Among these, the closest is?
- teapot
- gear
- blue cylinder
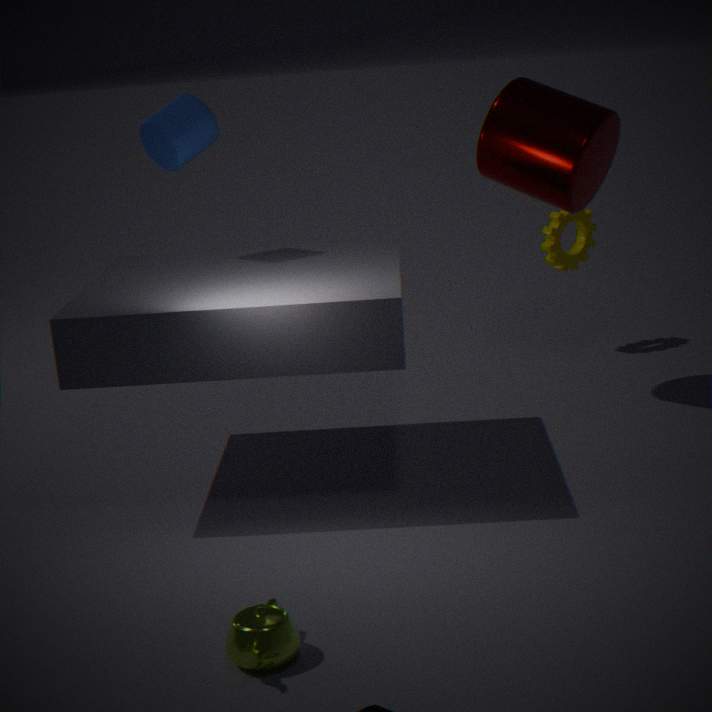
teapot
